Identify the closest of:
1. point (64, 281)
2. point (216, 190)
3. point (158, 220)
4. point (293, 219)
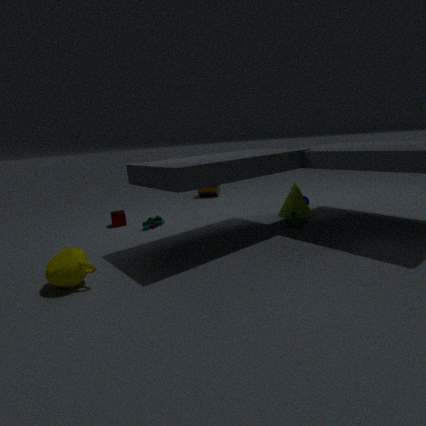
point (64, 281)
